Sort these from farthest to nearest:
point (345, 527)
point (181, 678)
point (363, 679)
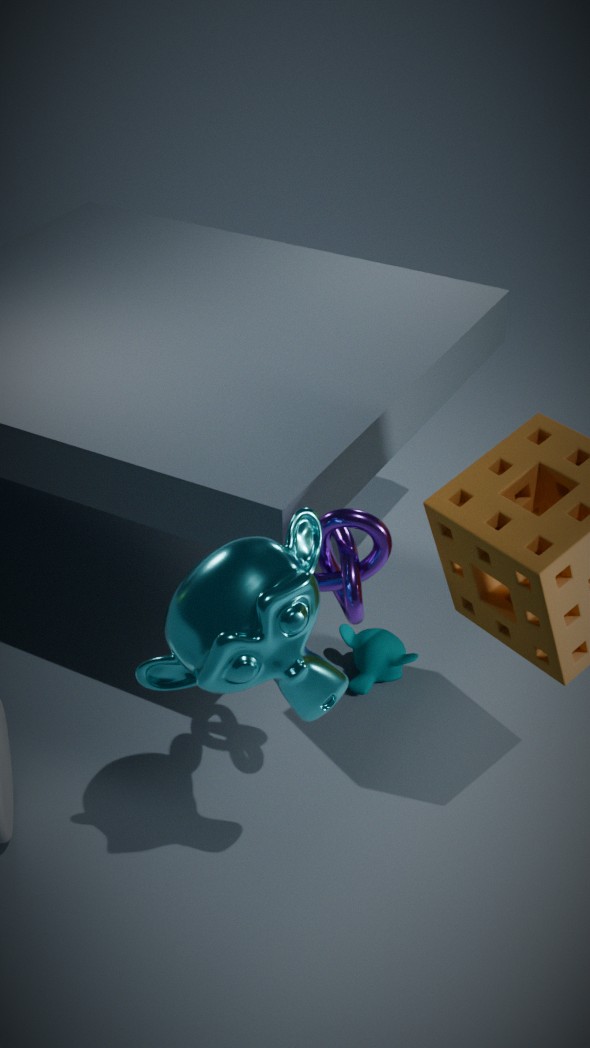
point (363, 679)
point (345, 527)
point (181, 678)
